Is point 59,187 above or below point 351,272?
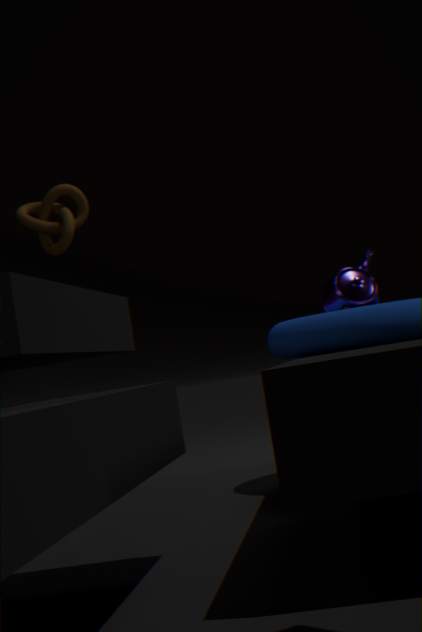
above
